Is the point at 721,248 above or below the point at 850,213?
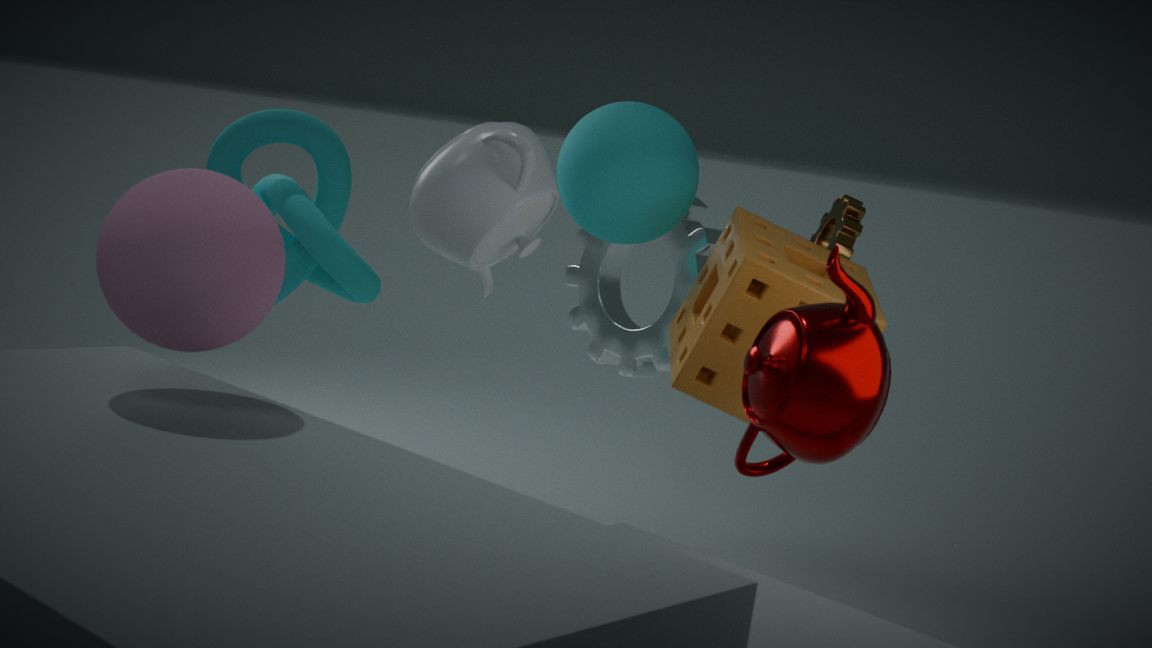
below
